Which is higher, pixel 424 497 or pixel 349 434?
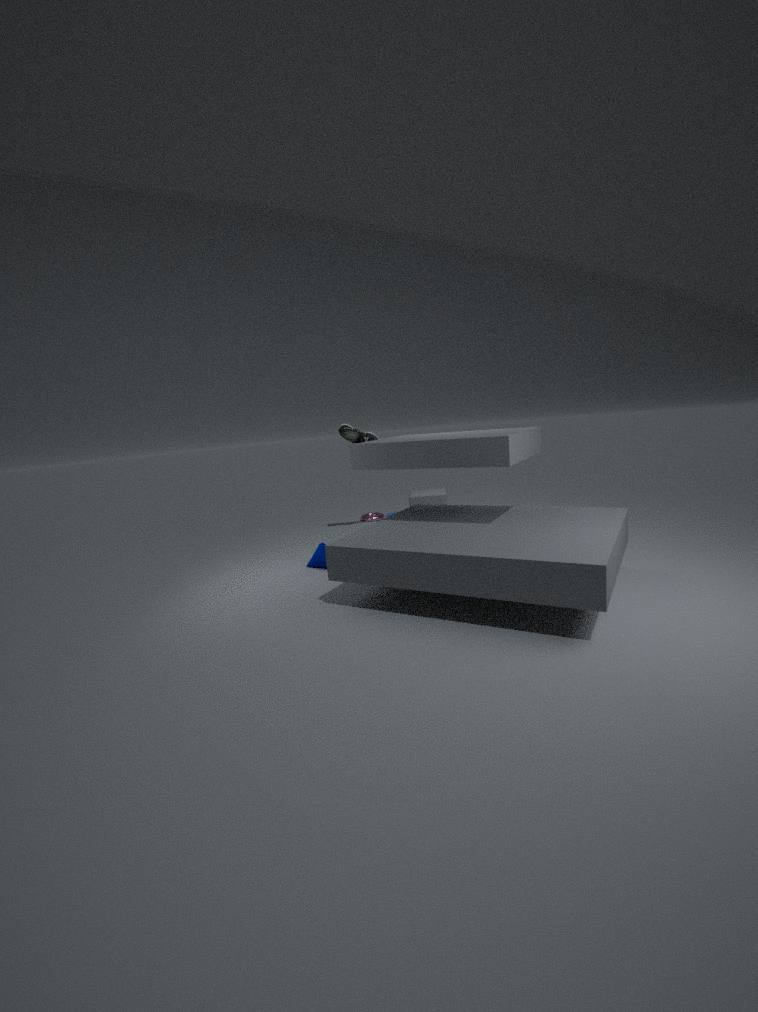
pixel 349 434
